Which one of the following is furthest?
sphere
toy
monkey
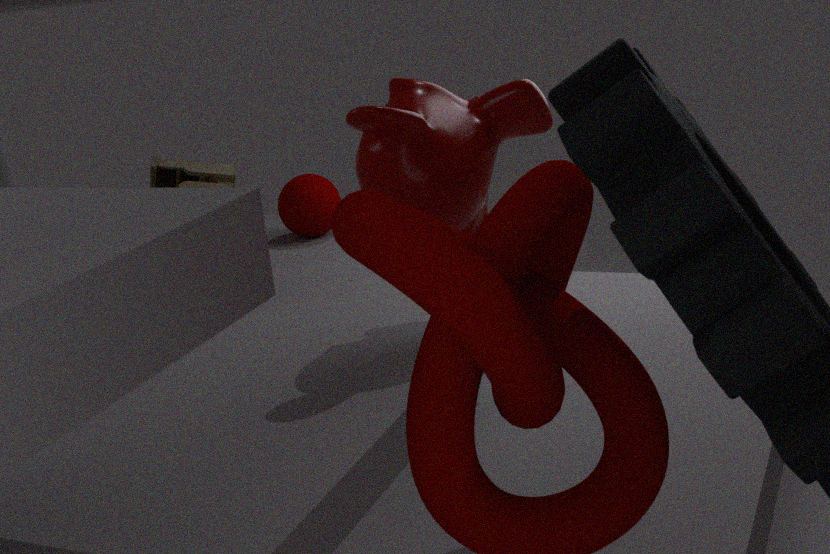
sphere
